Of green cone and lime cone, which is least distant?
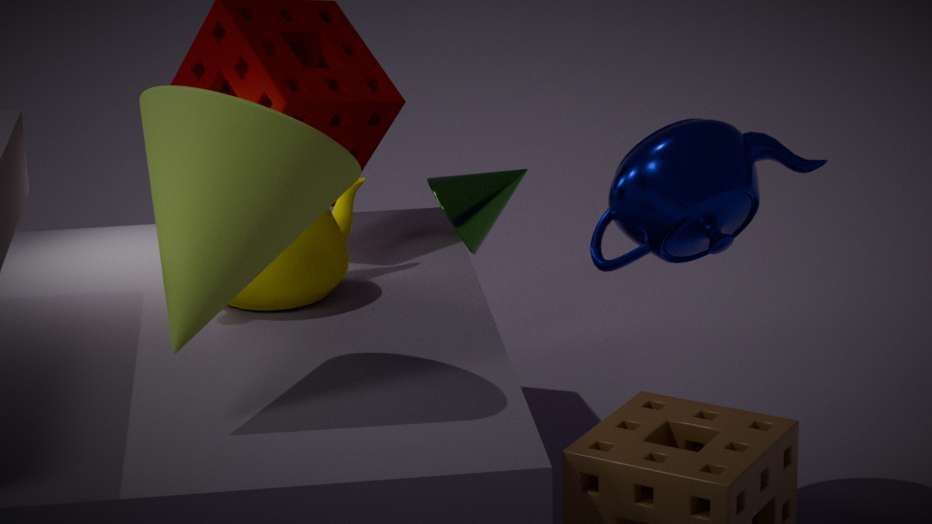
lime cone
